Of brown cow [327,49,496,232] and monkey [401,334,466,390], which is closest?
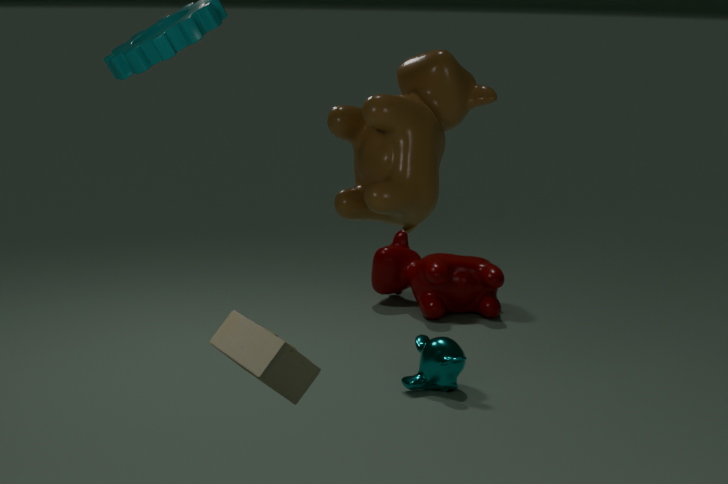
brown cow [327,49,496,232]
